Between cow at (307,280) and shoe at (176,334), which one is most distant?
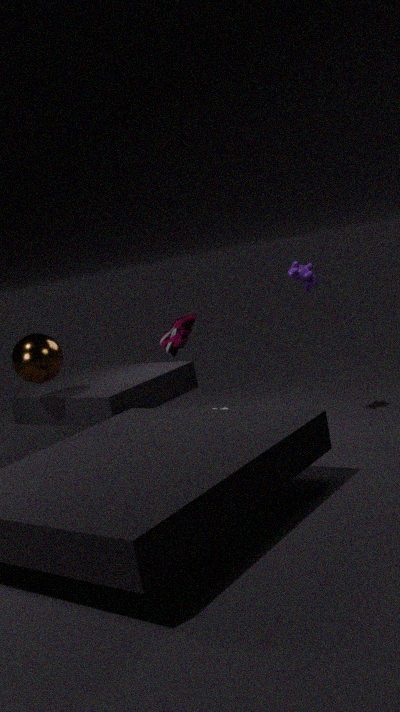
cow at (307,280)
